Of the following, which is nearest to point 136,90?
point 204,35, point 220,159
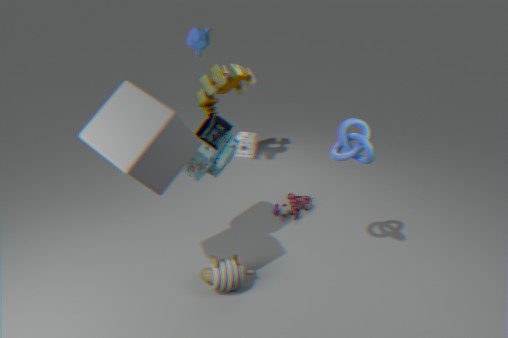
point 220,159
